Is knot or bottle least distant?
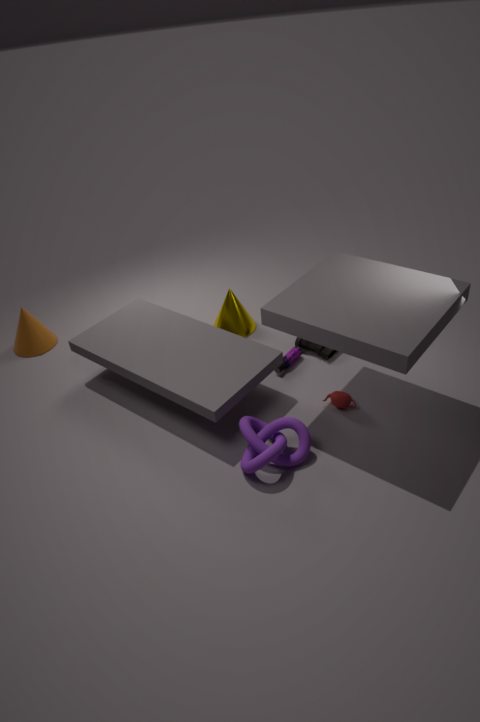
knot
